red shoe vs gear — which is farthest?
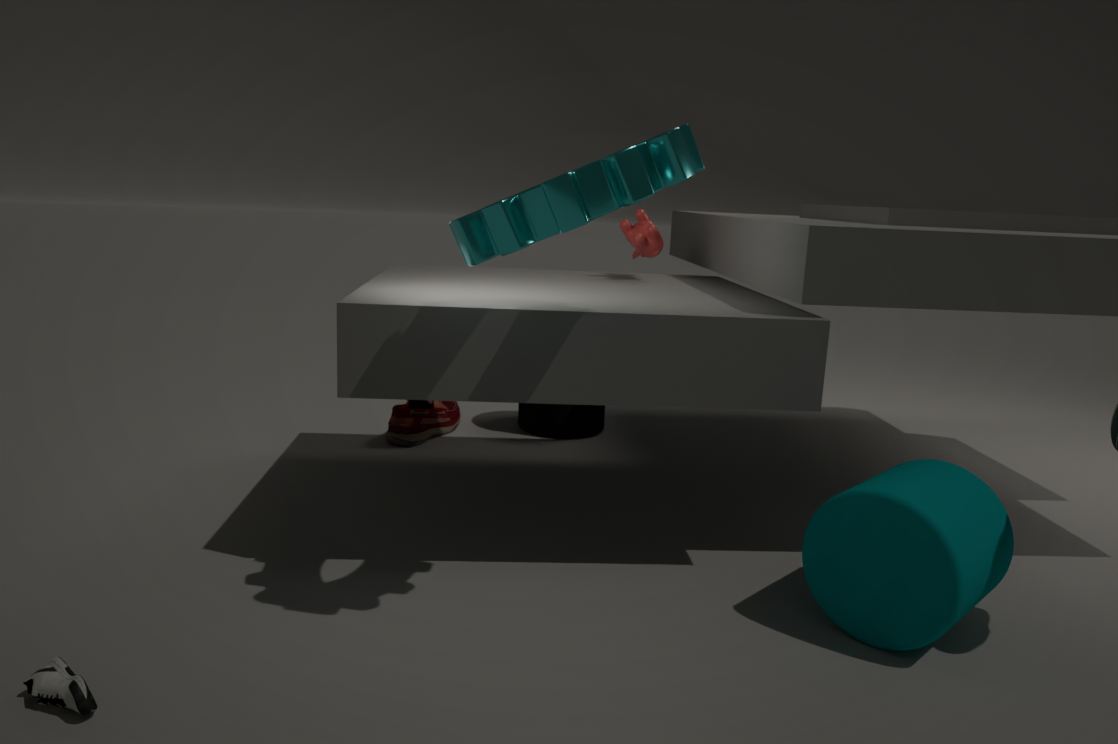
red shoe
